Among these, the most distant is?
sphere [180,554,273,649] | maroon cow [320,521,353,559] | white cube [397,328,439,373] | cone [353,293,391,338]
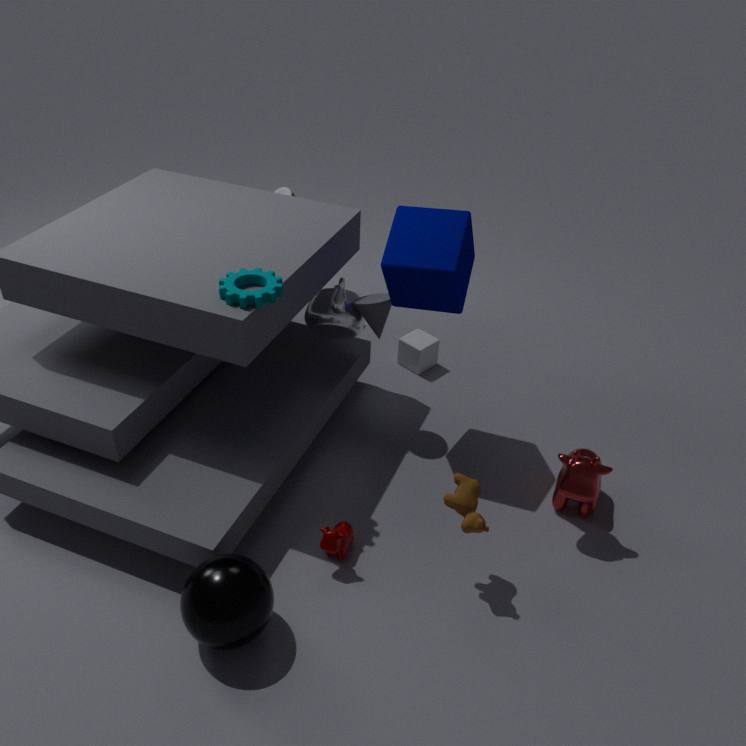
white cube [397,328,439,373]
